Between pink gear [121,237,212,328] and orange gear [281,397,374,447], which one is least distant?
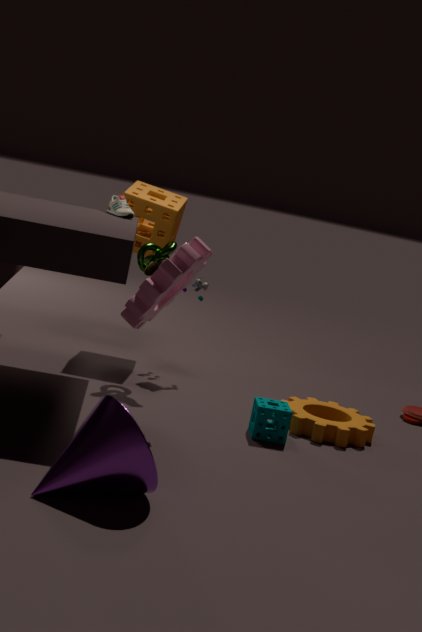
pink gear [121,237,212,328]
